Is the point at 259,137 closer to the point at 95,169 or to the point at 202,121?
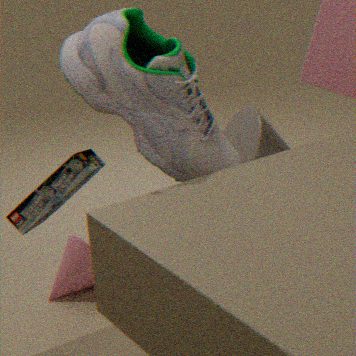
the point at 95,169
